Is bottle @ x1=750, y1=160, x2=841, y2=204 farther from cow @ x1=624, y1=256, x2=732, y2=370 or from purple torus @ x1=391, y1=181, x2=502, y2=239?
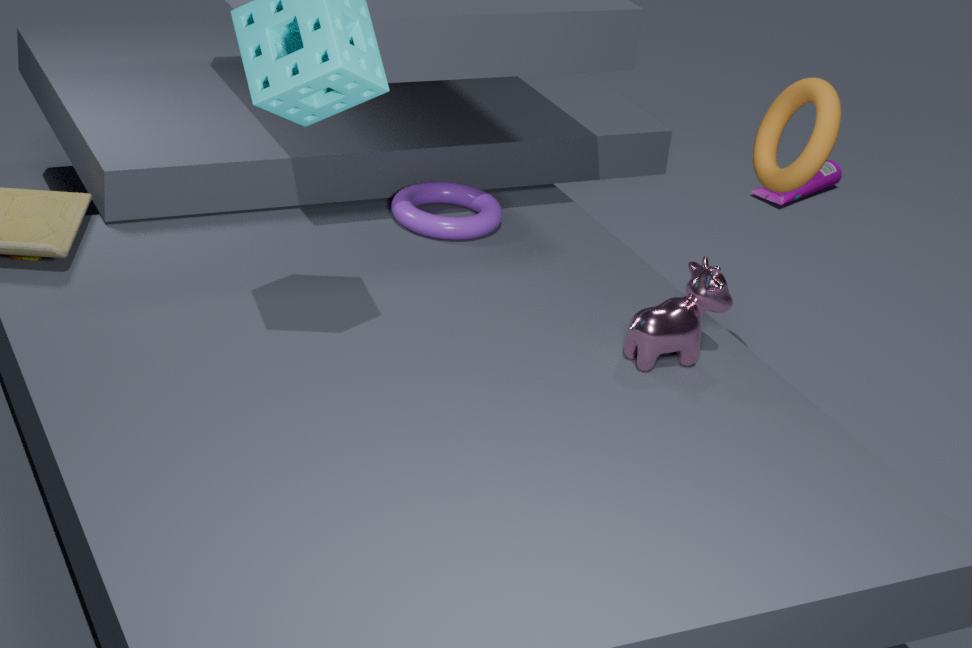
cow @ x1=624, y1=256, x2=732, y2=370
